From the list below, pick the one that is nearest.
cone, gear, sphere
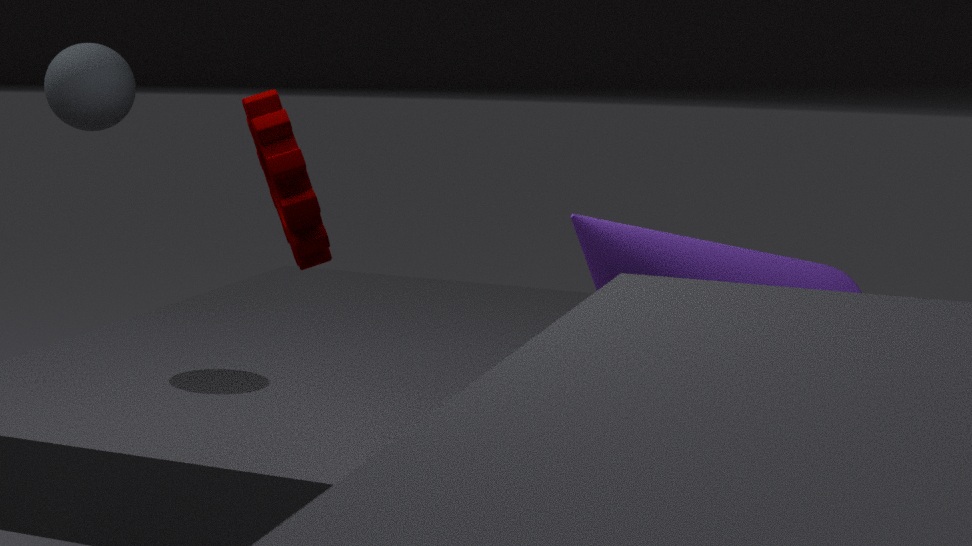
gear
